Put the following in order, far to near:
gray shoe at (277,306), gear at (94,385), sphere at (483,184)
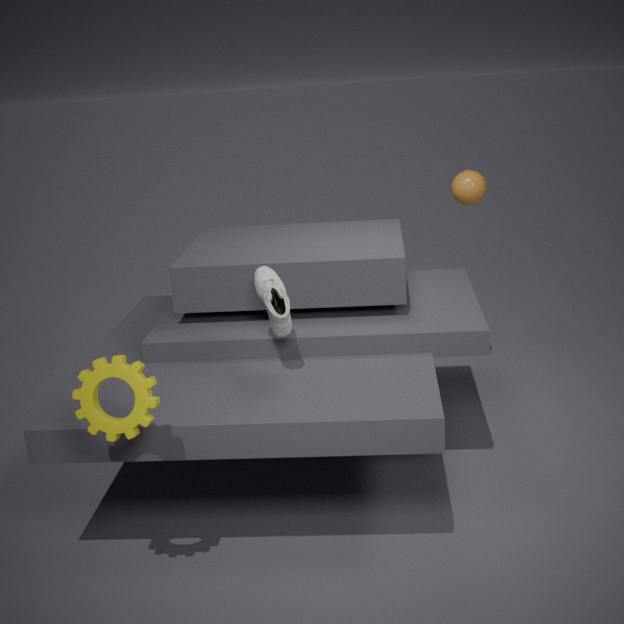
1. sphere at (483,184)
2. gray shoe at (277,306)
3. gear at (94,385)
